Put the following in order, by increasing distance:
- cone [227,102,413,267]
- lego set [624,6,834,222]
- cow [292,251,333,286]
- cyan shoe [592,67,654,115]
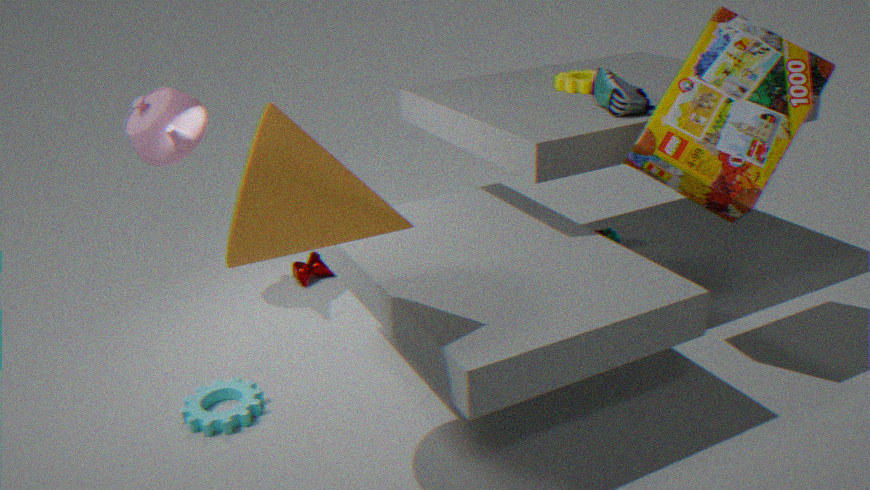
cone [227,102,413,267]
lego set [624,6,834,222]
cyan shoe [592,67,654,115]
cow [292,251,333,286]
